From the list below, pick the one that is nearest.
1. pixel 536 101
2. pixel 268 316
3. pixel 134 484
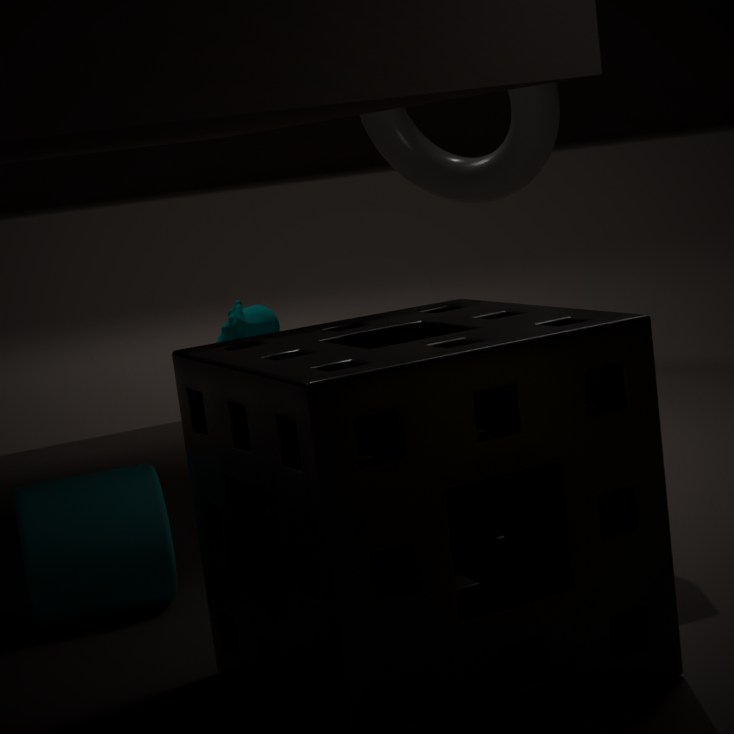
pixel 134 484
